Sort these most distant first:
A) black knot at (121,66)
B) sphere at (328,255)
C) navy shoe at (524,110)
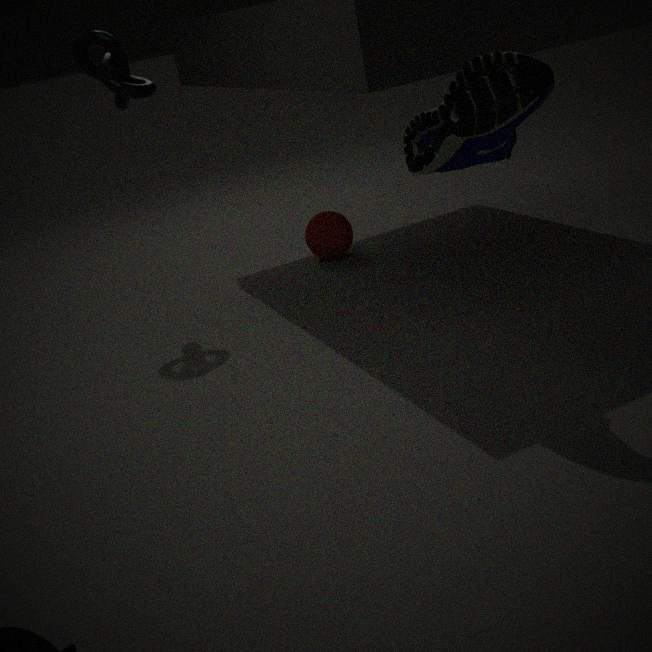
sphere at (328,255), black knot at (121,66), navy shoe at (524,110)
